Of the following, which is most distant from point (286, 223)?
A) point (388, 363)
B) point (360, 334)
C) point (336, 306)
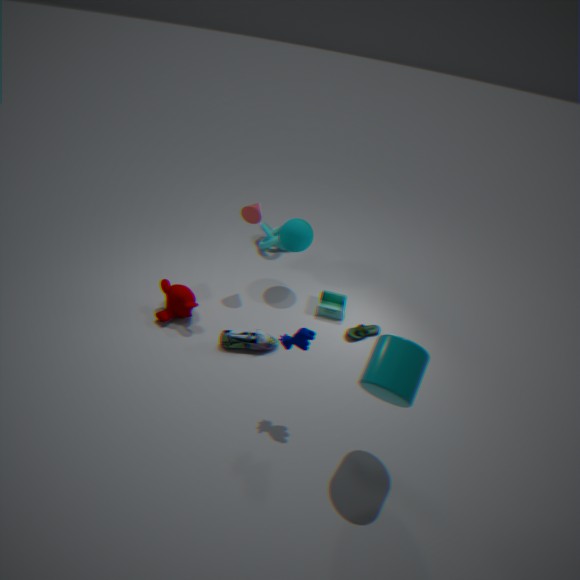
point (388, 363)
